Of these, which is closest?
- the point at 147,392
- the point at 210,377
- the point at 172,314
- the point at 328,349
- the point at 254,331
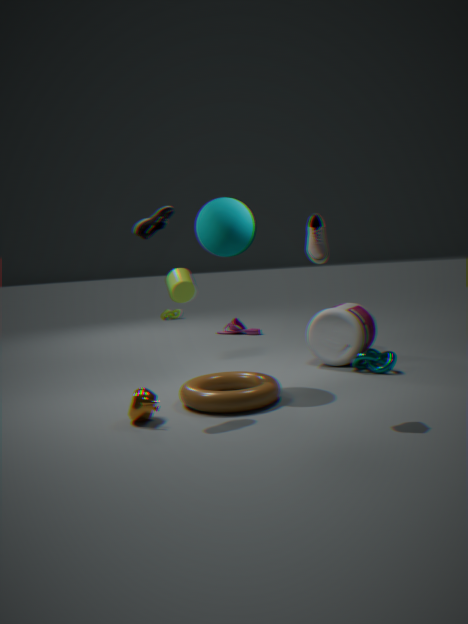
the point at 147,392
